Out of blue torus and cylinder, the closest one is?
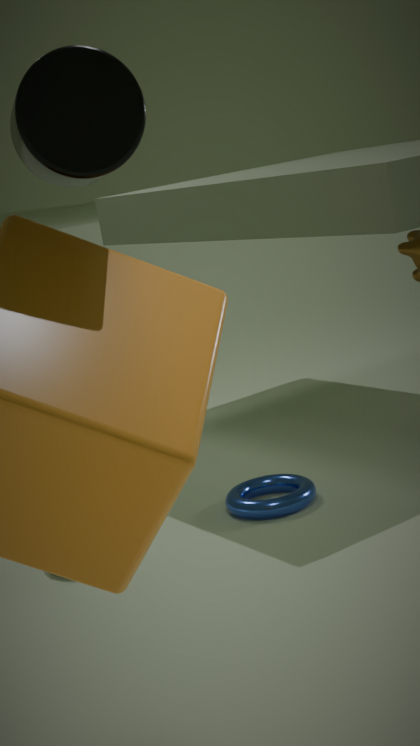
cylinder
